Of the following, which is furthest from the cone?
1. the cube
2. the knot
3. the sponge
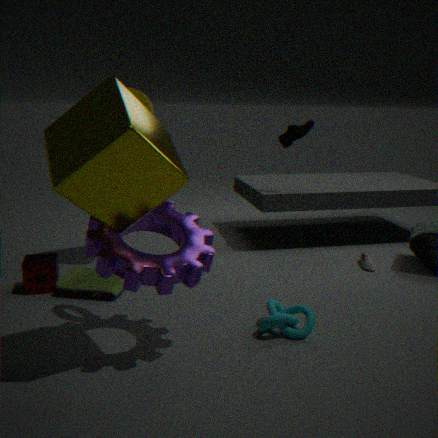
the knot
